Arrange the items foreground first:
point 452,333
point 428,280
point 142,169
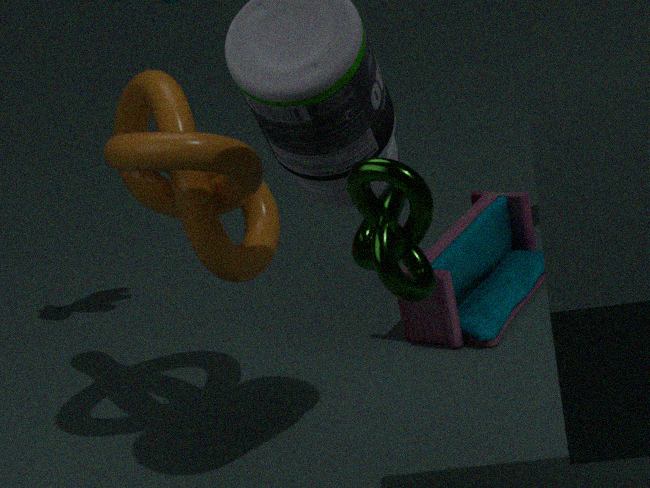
point 428,280 → point 142,169 → point 452,333
